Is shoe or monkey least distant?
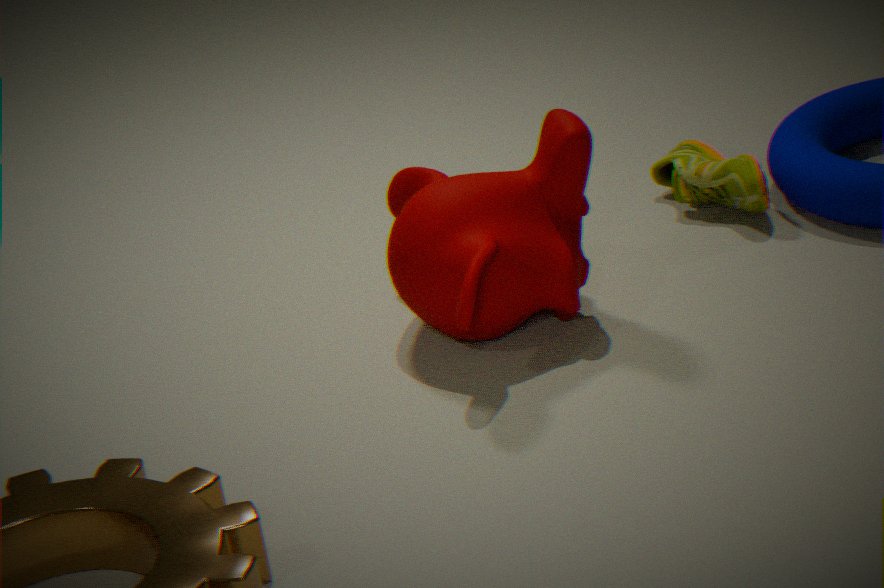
monkey
